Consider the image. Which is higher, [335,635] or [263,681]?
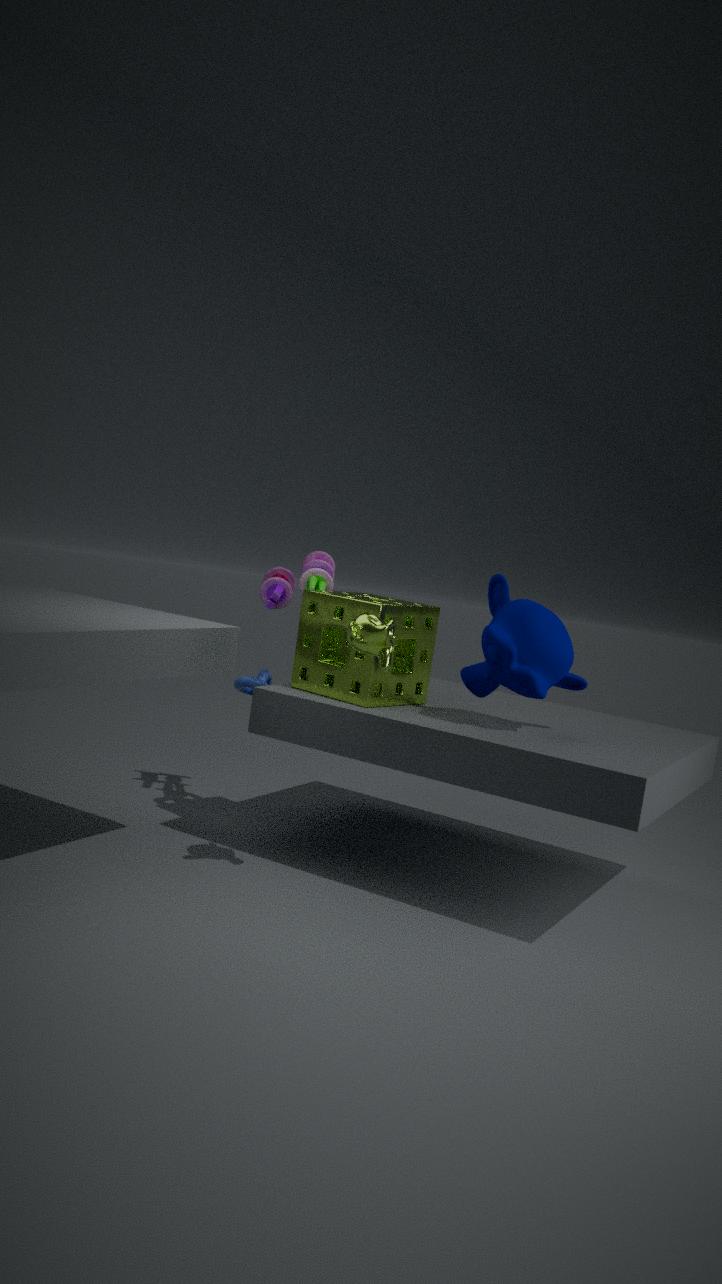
[335,635]
